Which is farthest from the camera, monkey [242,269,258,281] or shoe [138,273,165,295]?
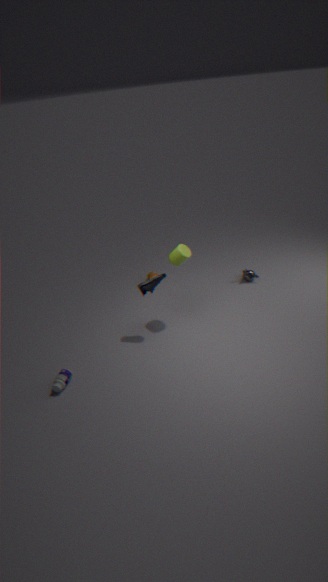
monkey [242,269,258,281]
